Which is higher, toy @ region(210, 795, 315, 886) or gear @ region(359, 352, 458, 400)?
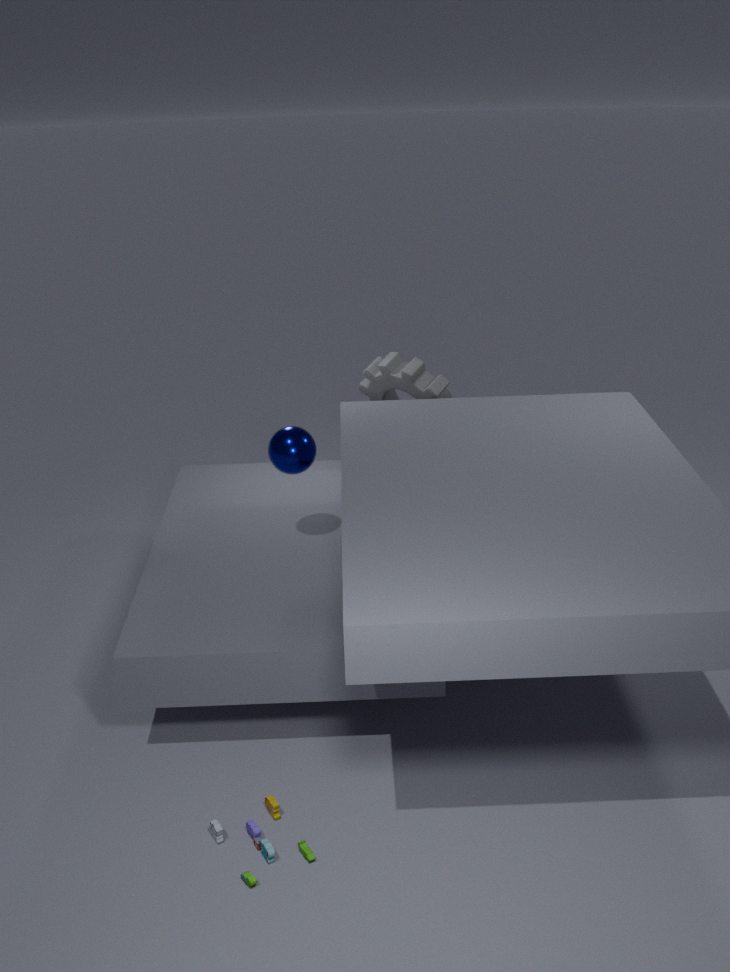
gear @ region(359, 352, 458, 400)
